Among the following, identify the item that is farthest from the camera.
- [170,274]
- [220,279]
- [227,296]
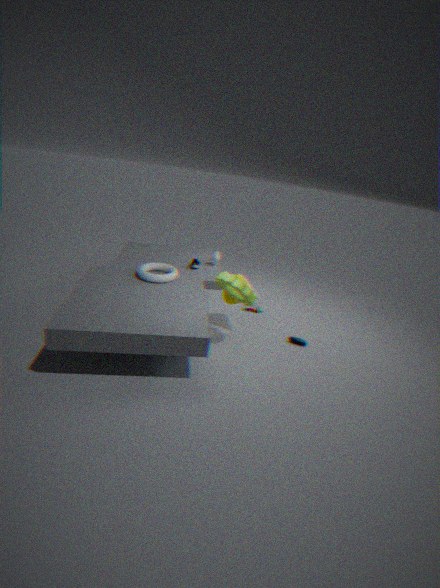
[227,296]
